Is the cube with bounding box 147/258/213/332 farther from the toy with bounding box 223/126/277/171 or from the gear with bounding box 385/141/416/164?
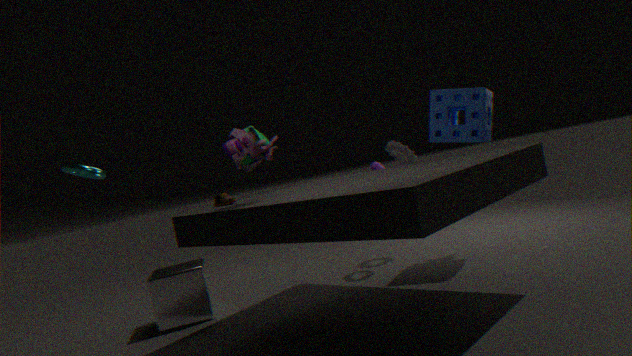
the gear with bounding box 385/141/416/164
